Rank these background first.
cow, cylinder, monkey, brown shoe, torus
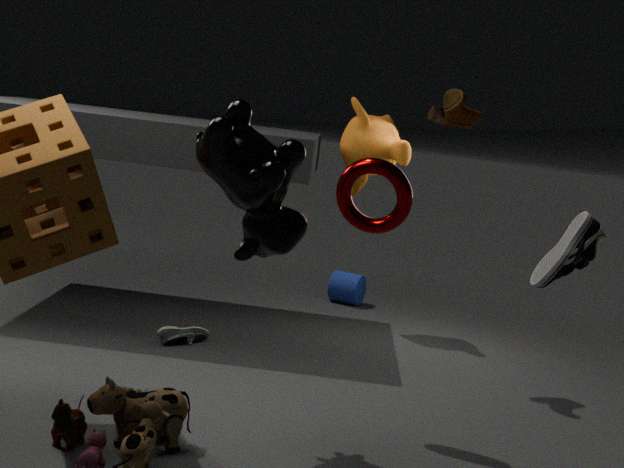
1. cylinder
2. monkey
3. brown shoe
4. torus
5. cow
